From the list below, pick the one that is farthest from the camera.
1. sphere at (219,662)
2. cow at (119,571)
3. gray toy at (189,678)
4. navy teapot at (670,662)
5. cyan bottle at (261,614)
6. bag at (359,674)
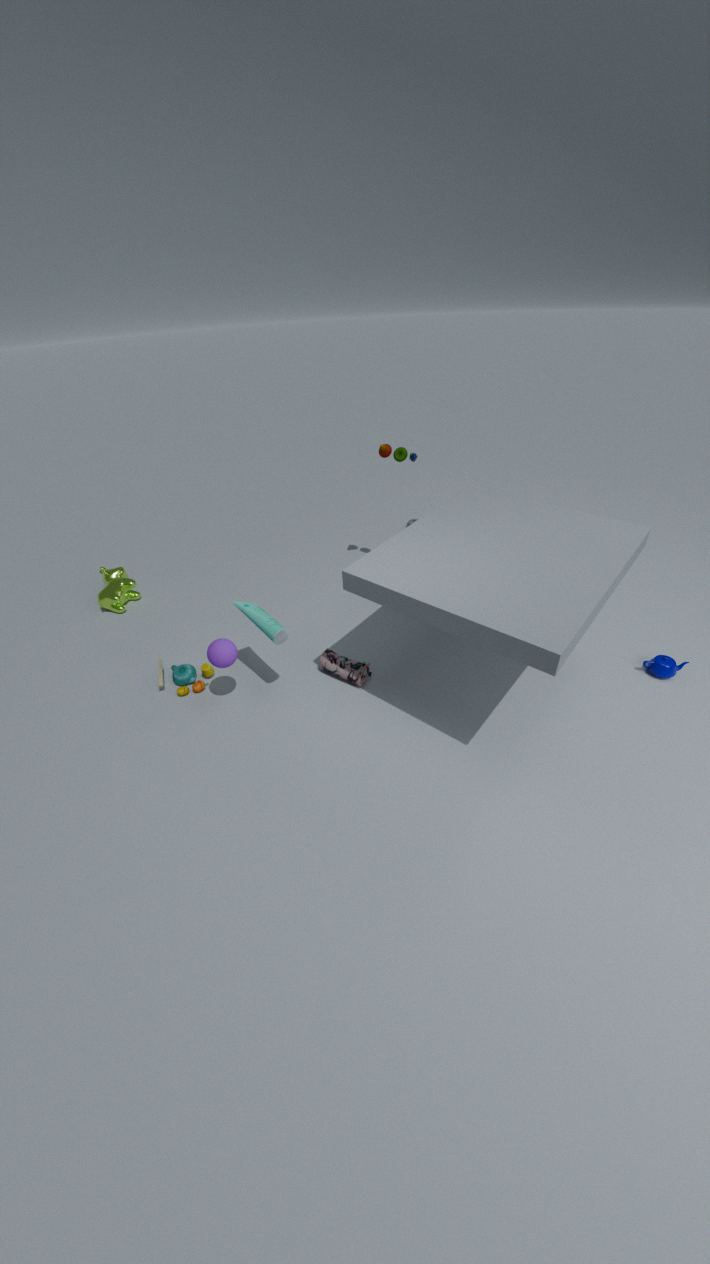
cow at (119,571)
